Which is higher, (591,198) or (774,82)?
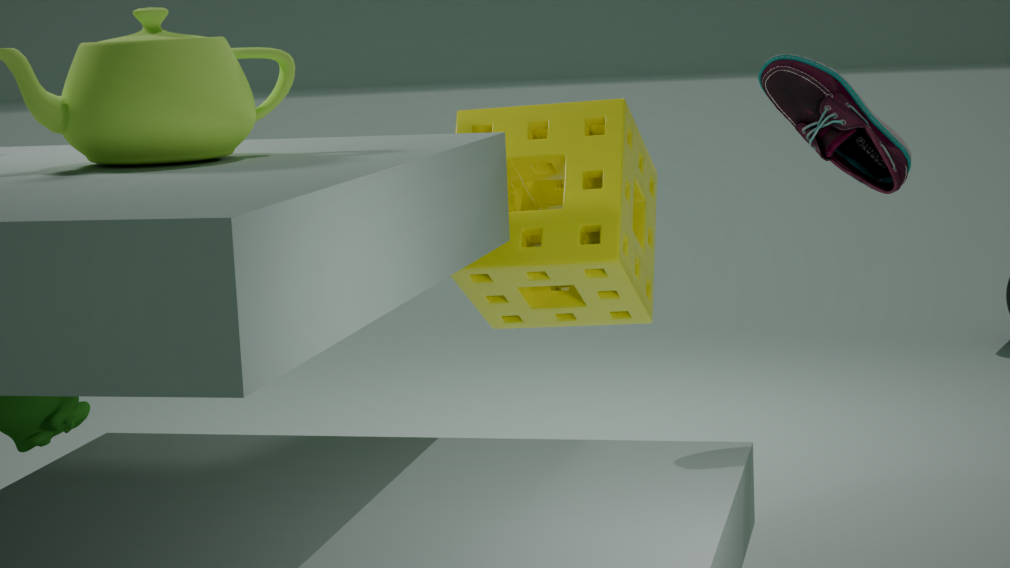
(774,82)
